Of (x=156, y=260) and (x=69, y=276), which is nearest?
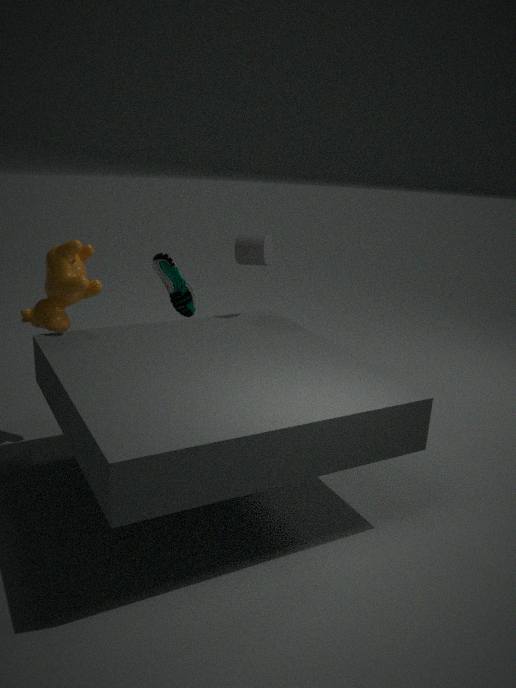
(x=69, y=276)
